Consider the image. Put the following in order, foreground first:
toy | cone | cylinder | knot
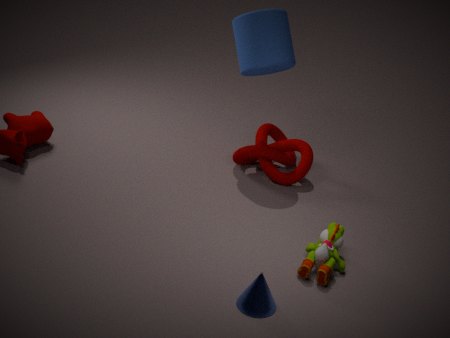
cone, toy, cylinder, knot
